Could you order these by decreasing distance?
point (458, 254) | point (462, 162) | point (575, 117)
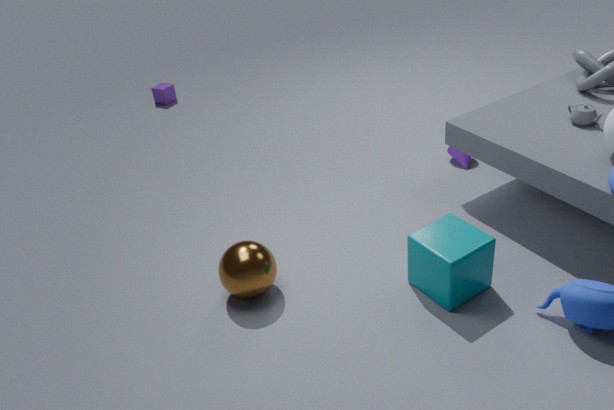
1. point (462, 162)
2. point (575, 117)
3. point (458, 254)
